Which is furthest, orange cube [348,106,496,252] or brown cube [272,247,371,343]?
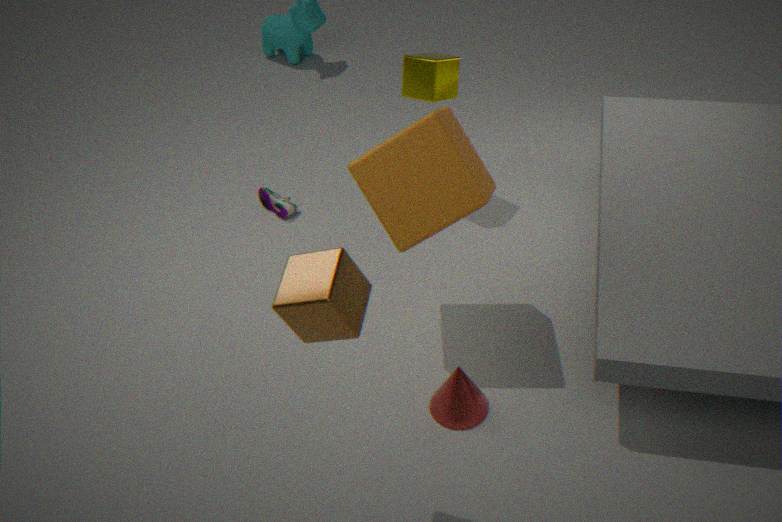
orange cube [348,106,496,252]
